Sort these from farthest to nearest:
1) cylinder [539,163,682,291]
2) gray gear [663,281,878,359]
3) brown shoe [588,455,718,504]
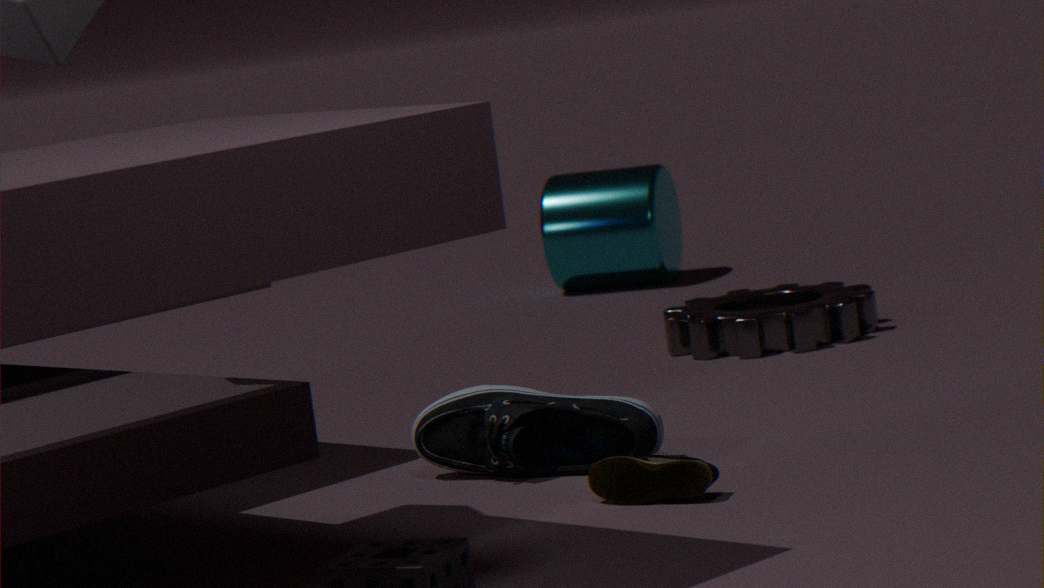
1. cylinder [539,163,682,291], 2. gray gear [663,281,878,359], 3. brown shoe [588,455,718,504]
